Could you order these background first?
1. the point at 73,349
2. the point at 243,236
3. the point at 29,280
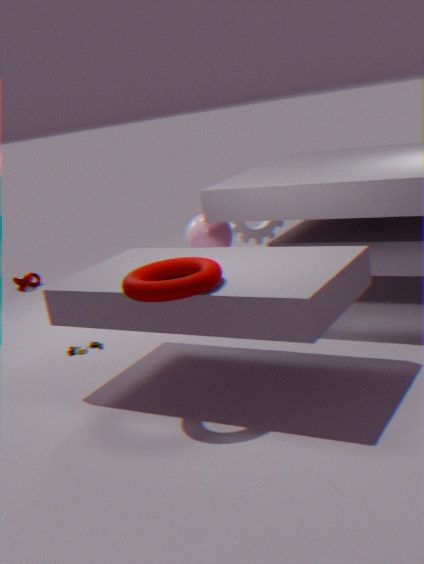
the point at 29,280 → the point at 243,236 → the point at 73,349
